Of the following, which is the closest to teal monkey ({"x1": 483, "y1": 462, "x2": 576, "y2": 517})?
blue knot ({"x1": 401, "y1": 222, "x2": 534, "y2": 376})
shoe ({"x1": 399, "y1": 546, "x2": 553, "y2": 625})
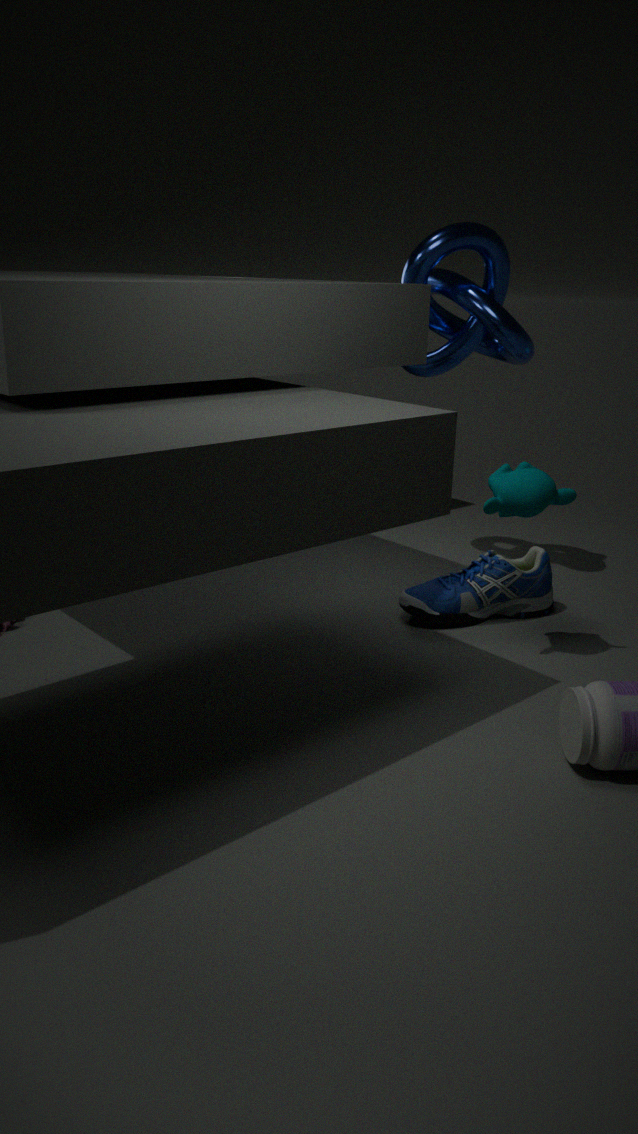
shoe ({"x1": 399, "y1": 546, "x2": 553, "y2": 625})
